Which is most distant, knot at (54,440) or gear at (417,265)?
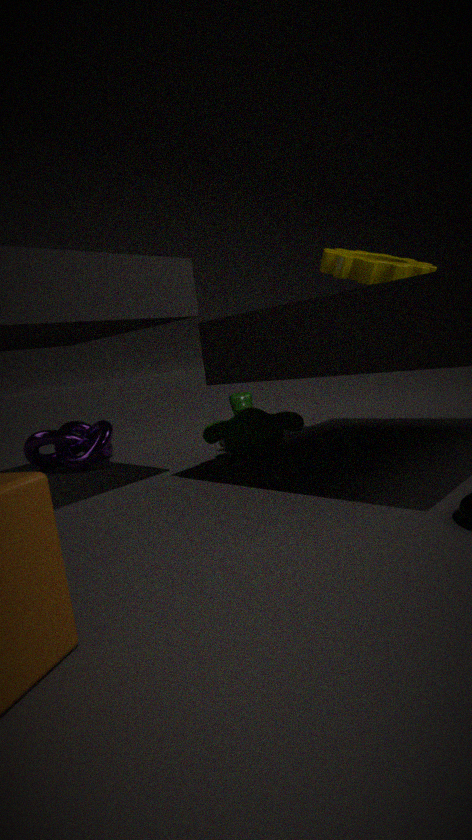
knot at (54,440)
